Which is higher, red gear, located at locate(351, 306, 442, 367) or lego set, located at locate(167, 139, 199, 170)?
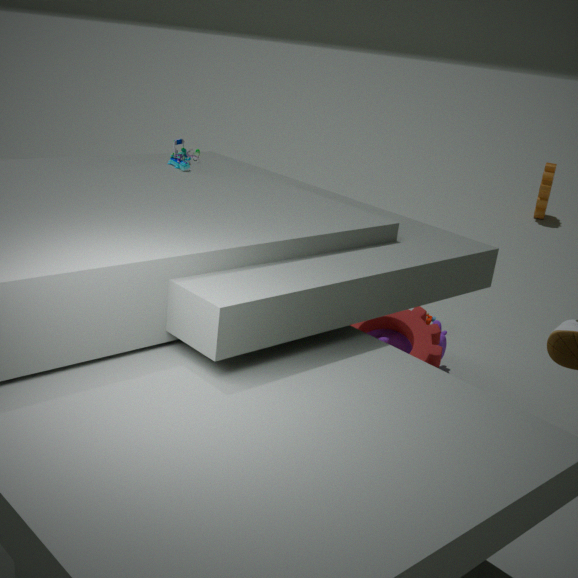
lego set, located at locate(167, 139, 199, 170)
